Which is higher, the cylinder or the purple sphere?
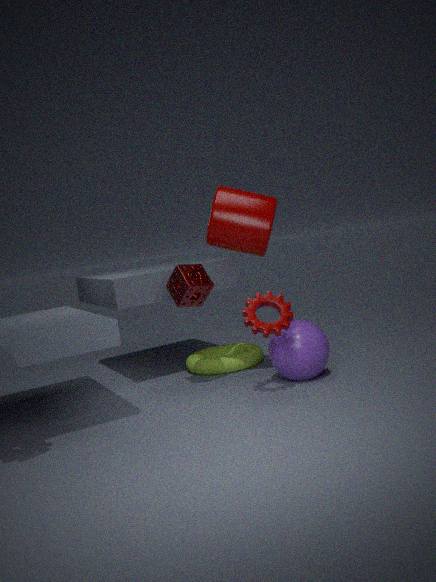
the cylinder
